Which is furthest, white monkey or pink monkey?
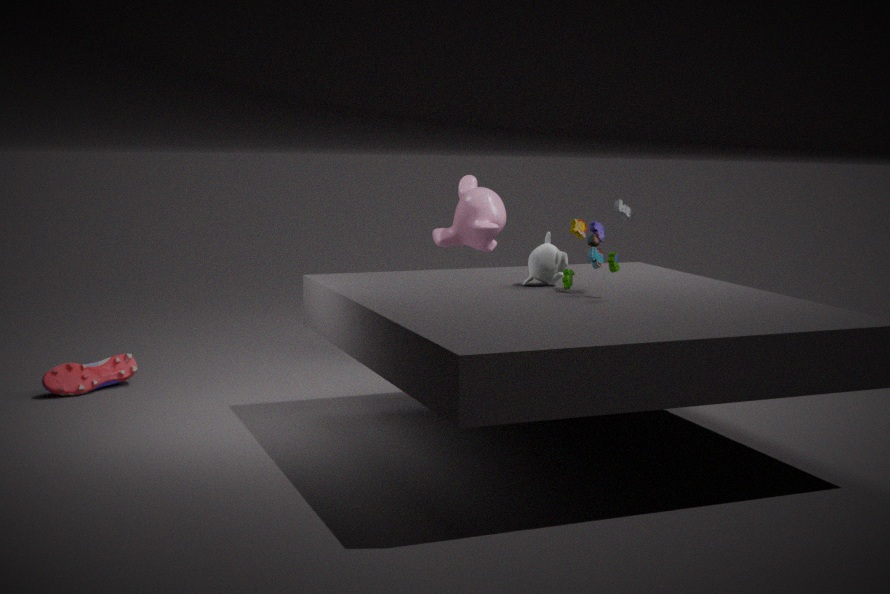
pink monkey
